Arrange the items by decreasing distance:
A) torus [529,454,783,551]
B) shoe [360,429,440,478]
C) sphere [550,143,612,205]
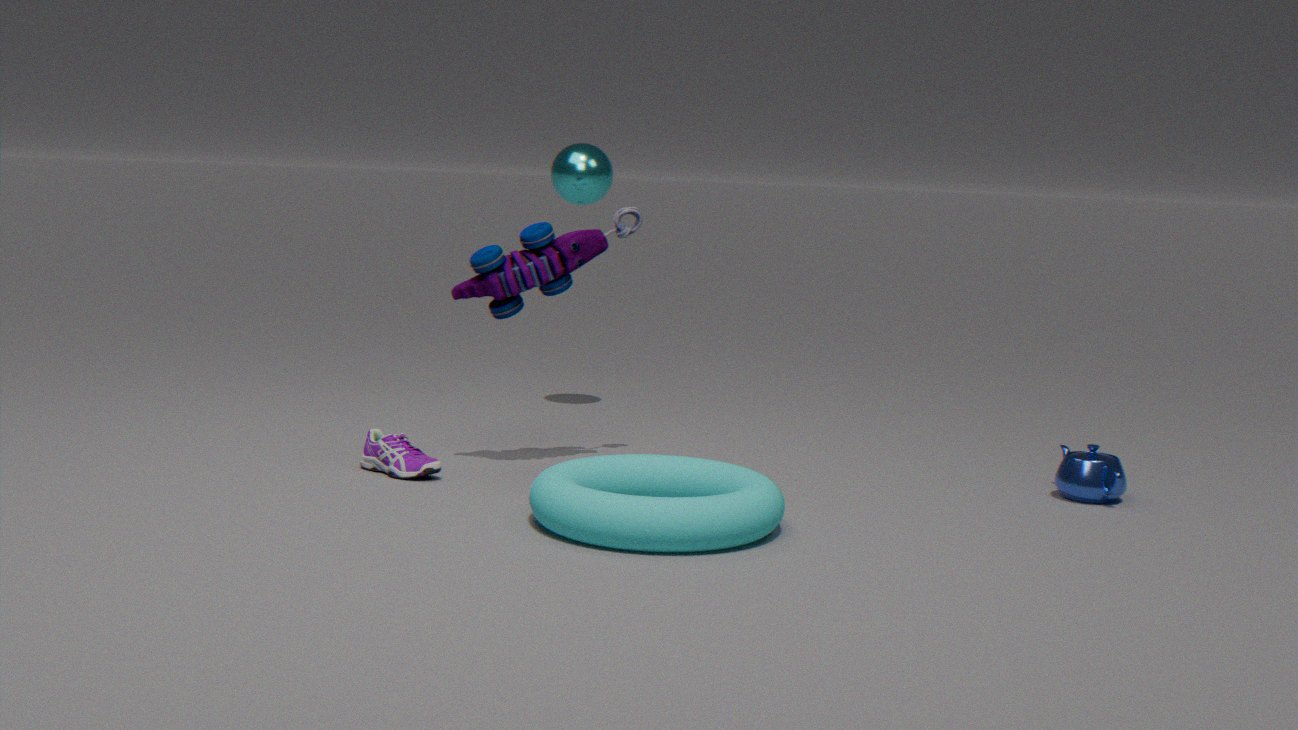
sphere [550,143,612,205], shoe [360,429,440,478], torus [529,454,783,551]
